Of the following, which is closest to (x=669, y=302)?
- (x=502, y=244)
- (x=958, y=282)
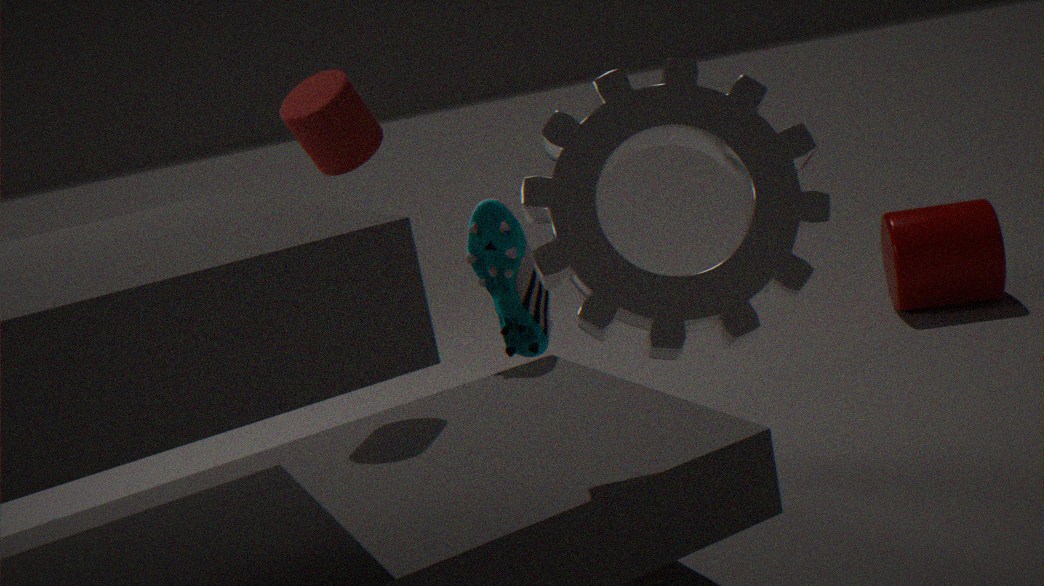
(x=502, y=244)
